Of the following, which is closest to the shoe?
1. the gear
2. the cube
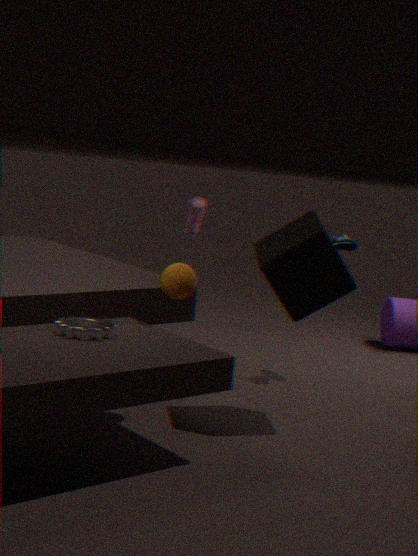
the cube
